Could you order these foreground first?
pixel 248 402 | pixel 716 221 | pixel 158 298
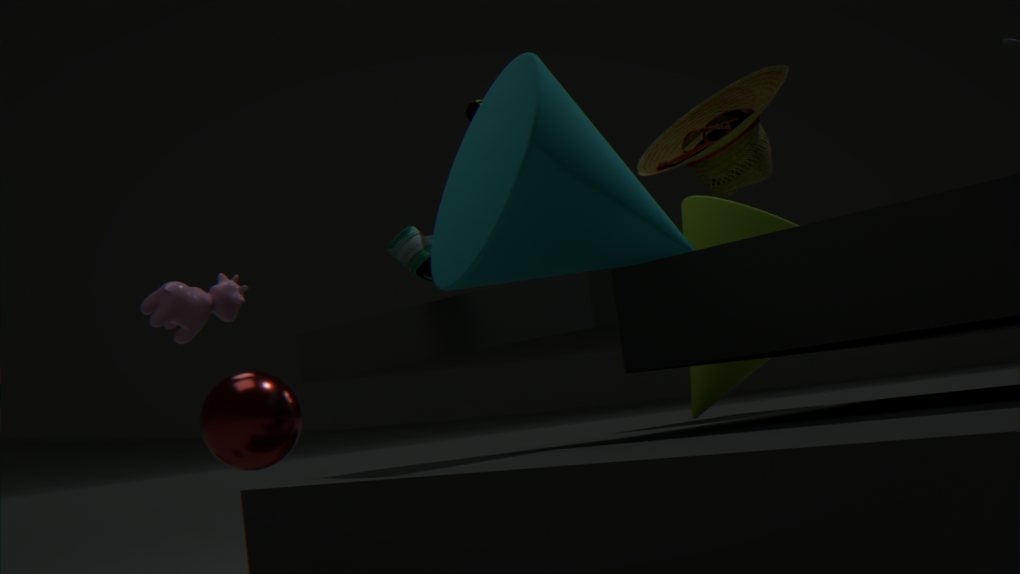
pixel 248 402 < pixel 716 221 < pixel 158 298
